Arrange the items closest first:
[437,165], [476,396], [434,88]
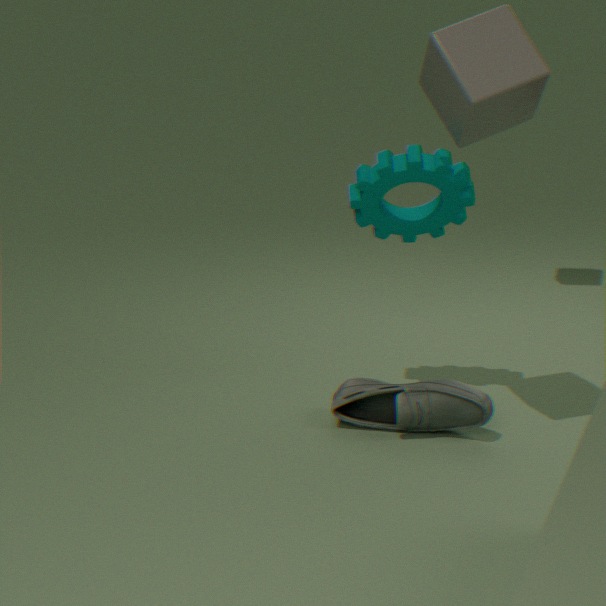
[434,88], [437,165], [476,396]
